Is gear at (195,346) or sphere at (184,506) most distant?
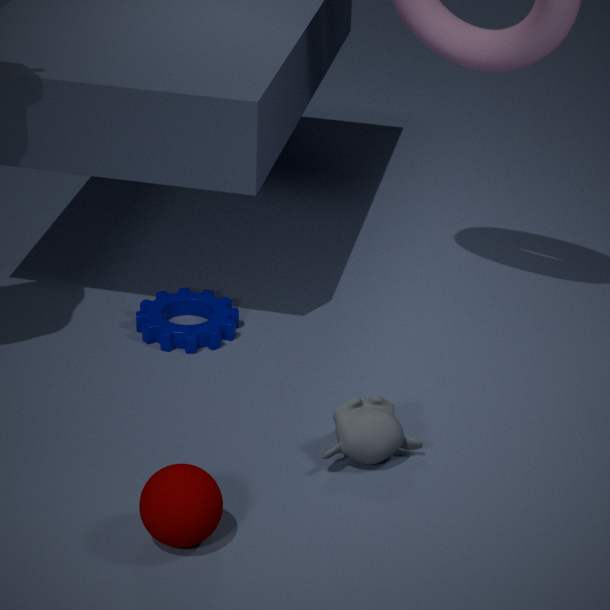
gear at (195,346)
